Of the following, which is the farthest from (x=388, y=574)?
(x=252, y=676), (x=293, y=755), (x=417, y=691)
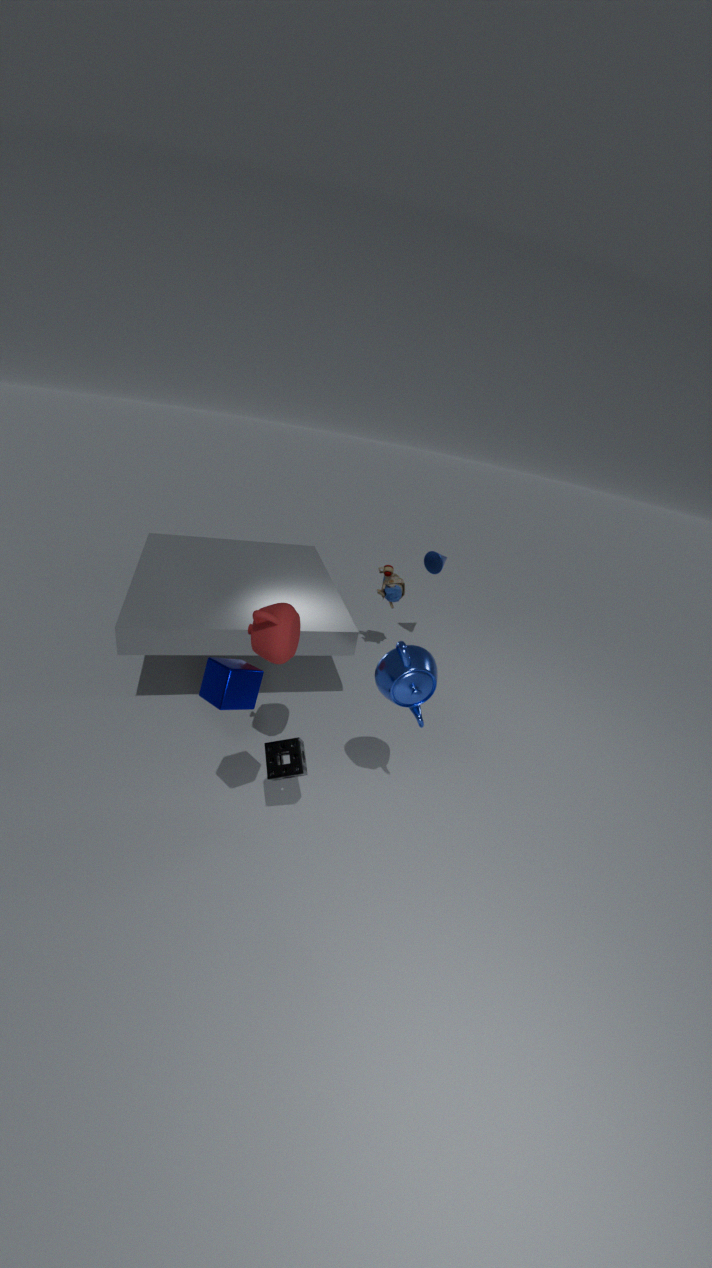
(x=252, y=676)
